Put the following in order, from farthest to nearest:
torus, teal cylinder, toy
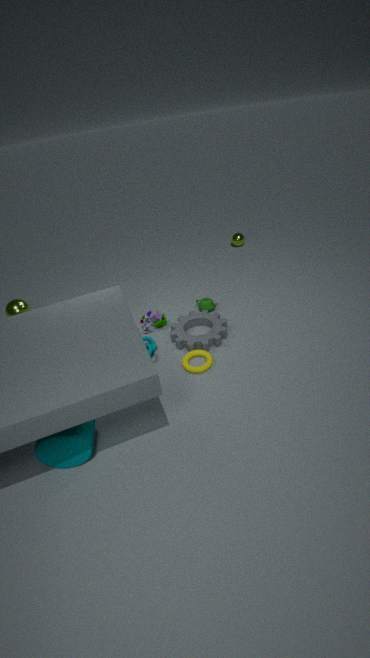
toy, torus, teal cylinder
